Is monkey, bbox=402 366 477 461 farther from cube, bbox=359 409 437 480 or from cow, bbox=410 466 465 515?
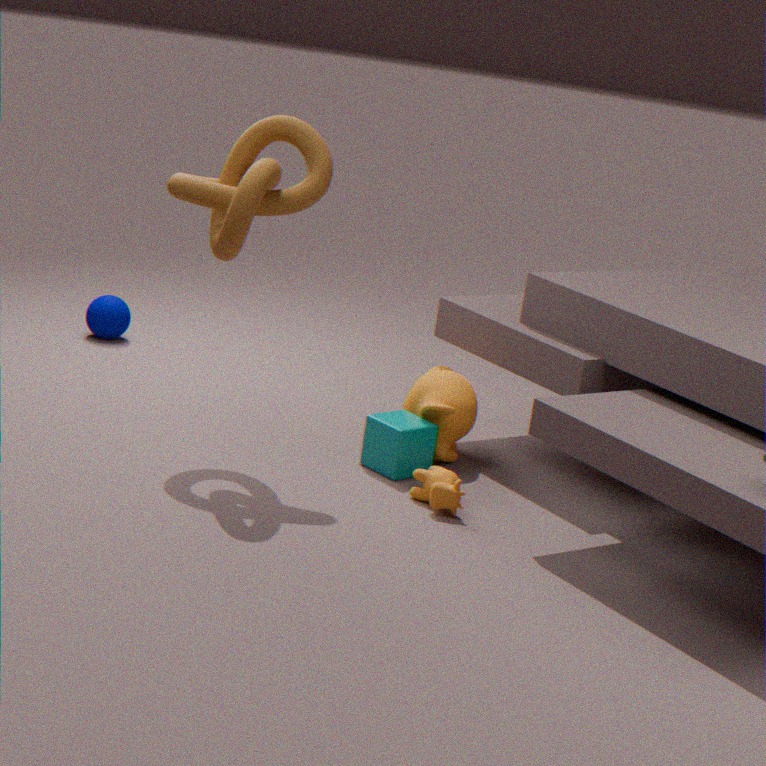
cow, bbox=410 466 465 515
